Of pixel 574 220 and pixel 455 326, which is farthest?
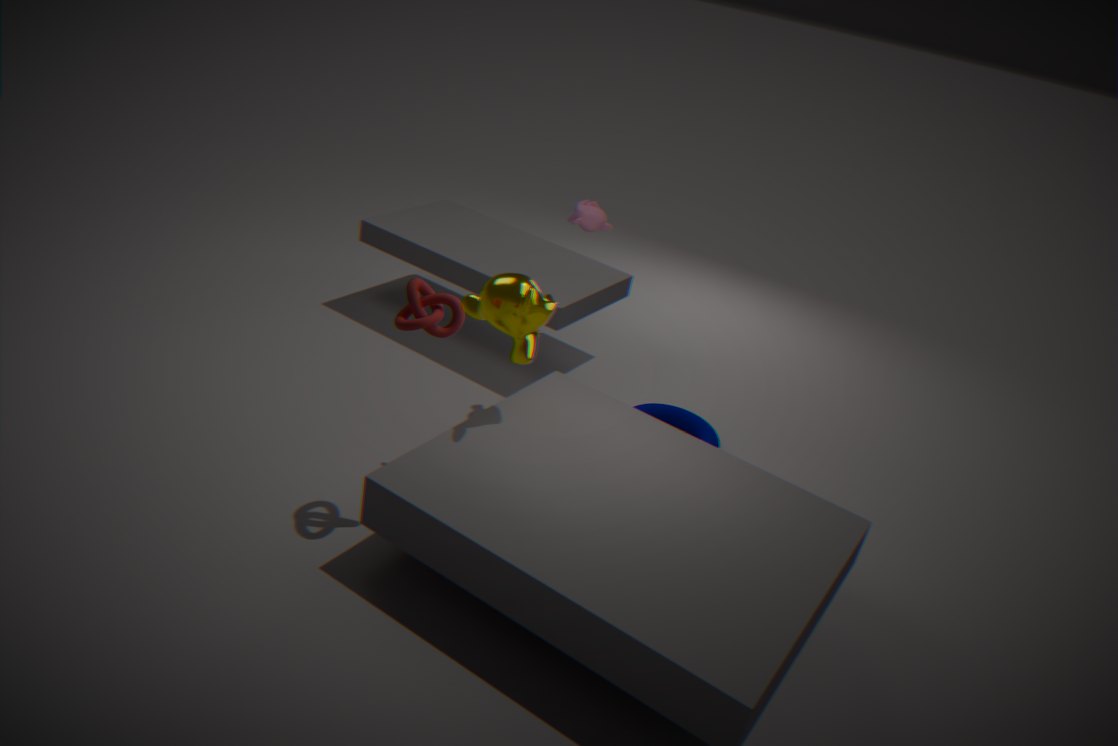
pixel 574 220
